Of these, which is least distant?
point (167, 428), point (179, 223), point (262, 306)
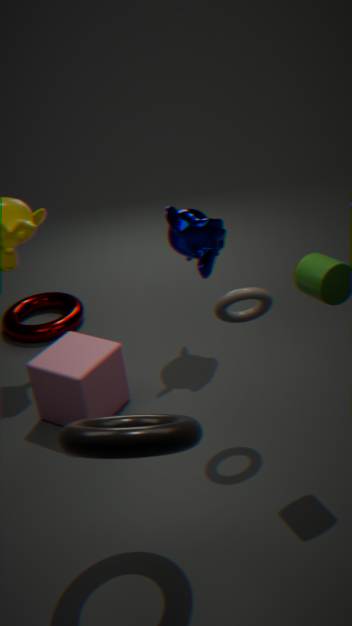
point (167, 428)
